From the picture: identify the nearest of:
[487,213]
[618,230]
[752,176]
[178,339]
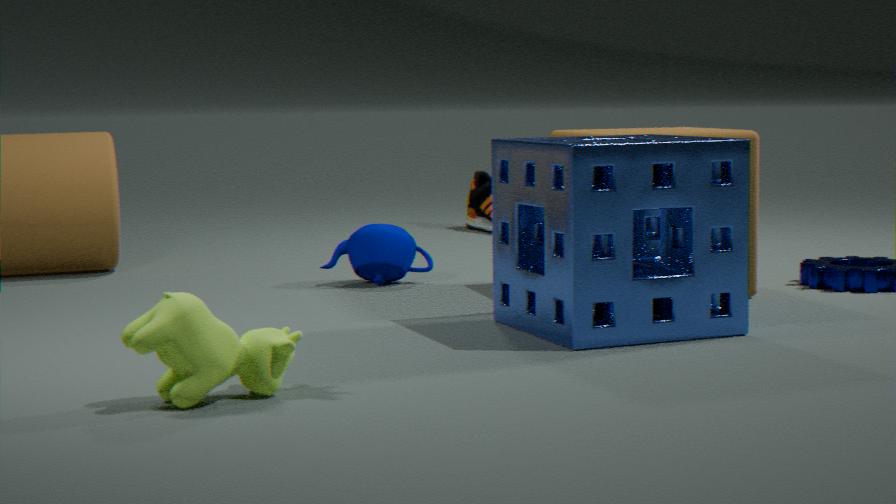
[178,339]
